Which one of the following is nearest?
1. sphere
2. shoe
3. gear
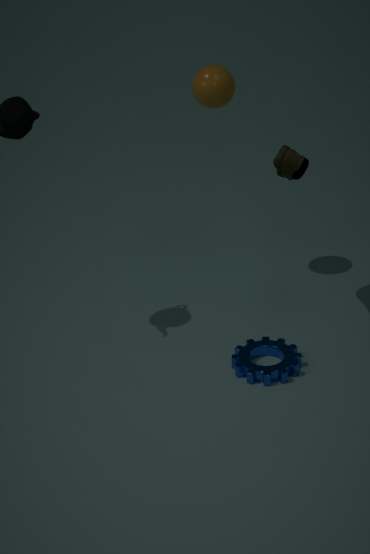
shoe
